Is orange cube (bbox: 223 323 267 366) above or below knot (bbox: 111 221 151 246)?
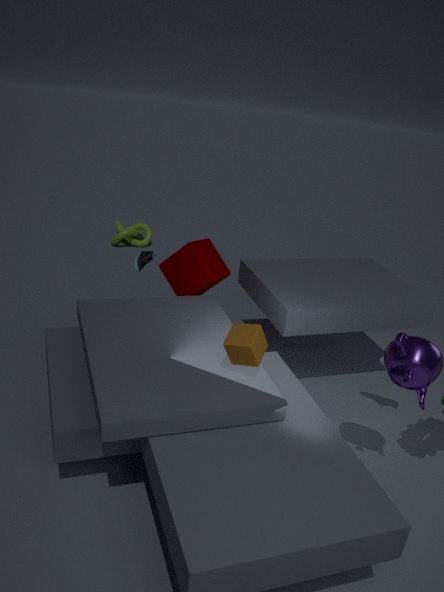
above
